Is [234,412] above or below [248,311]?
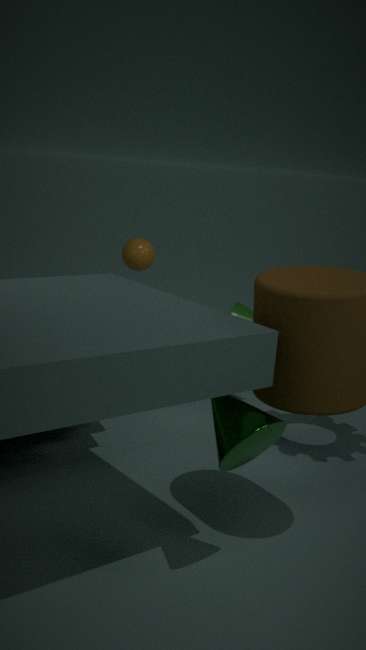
above
